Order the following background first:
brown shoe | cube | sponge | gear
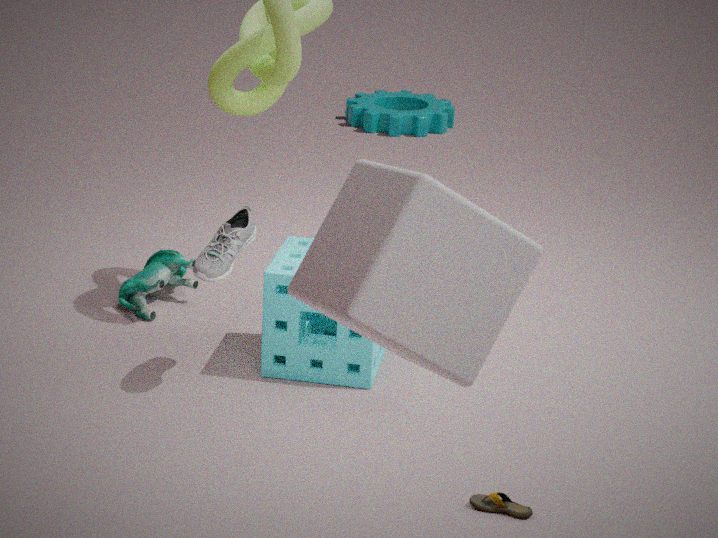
gear → sponge → brown shoe → cube
